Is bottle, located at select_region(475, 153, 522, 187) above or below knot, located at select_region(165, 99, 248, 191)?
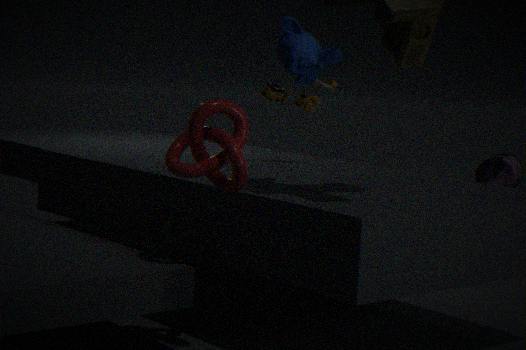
below
